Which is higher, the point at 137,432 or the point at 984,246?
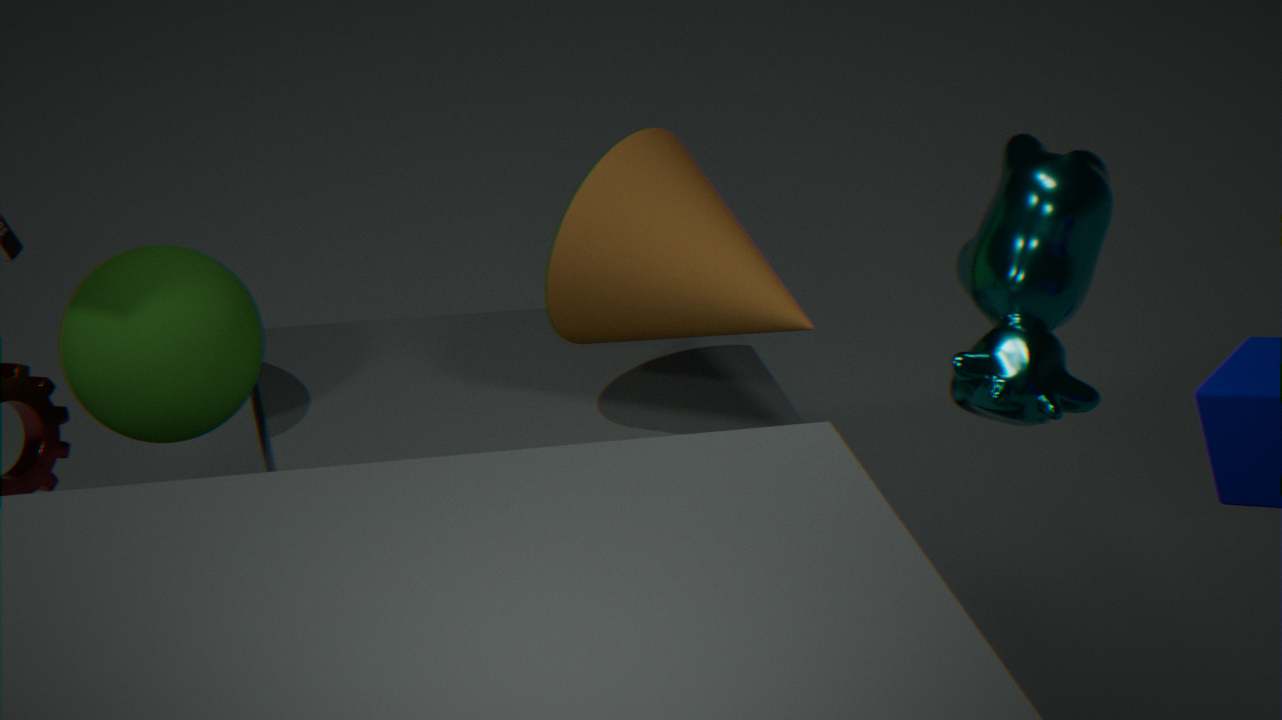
the point at 984,246
